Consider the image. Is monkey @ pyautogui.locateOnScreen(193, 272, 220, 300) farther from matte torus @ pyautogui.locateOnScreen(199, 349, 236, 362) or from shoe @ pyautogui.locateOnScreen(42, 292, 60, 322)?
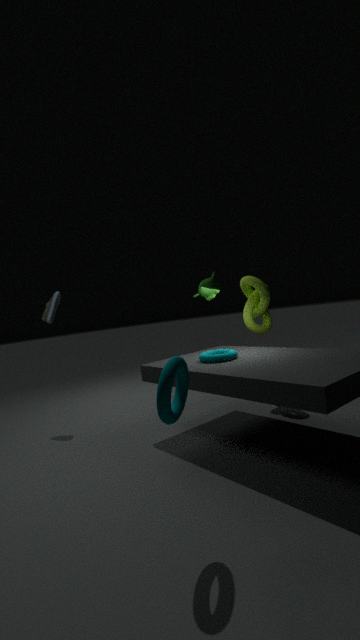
shoe @ pyautogui.locateOnScreen(42, 292, 60, 322)
